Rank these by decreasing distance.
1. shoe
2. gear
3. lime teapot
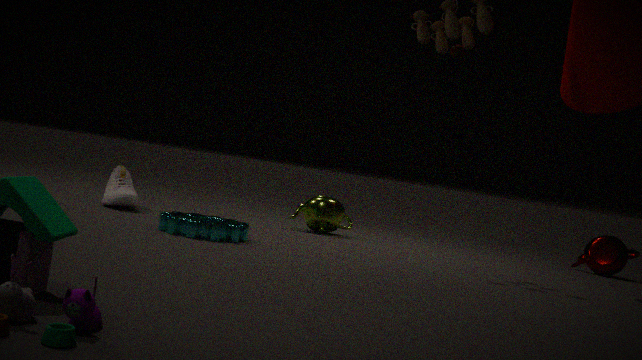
lime teapot, shoe, gear
